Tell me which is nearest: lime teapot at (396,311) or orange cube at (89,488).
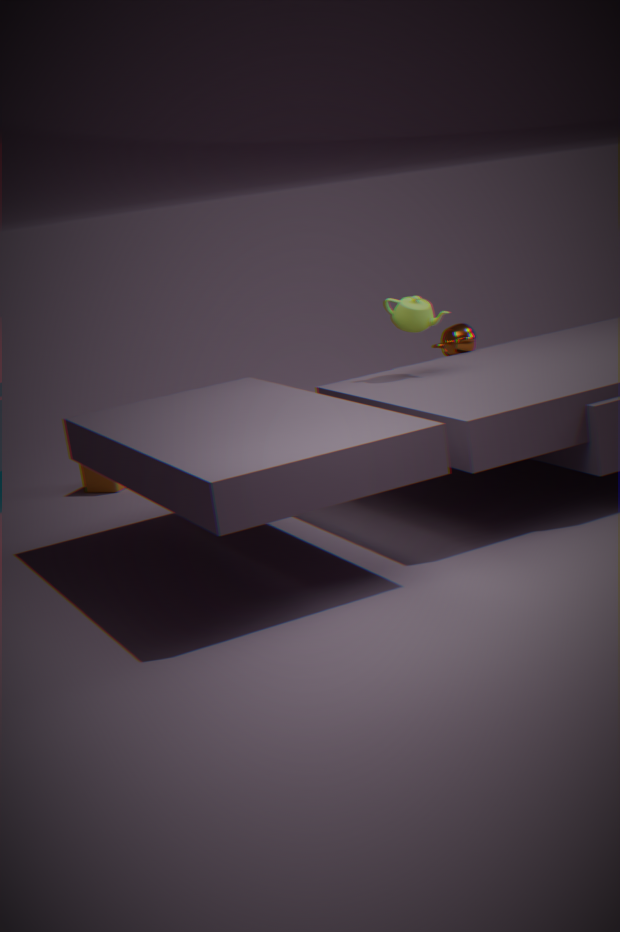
lime teapot at (396,311)
